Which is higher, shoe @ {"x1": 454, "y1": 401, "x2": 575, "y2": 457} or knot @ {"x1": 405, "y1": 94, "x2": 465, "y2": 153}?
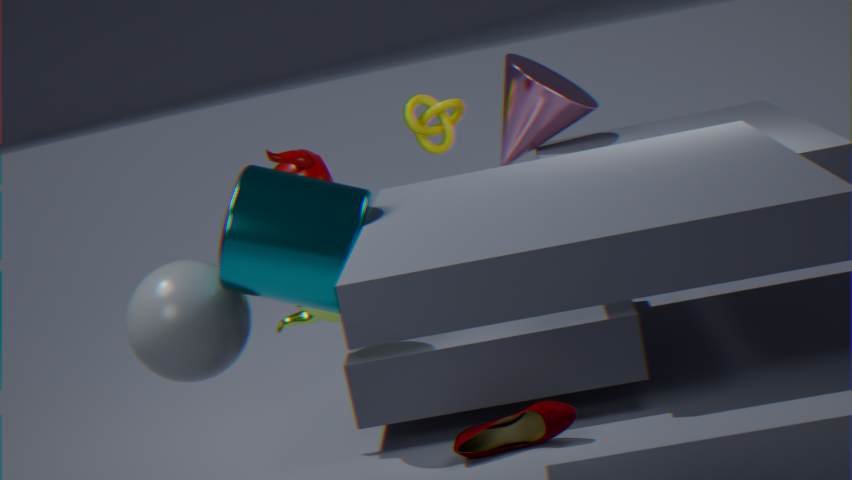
knot @ {"x1": 405, "y1": 94, "x2": 465, "y2": 153}
